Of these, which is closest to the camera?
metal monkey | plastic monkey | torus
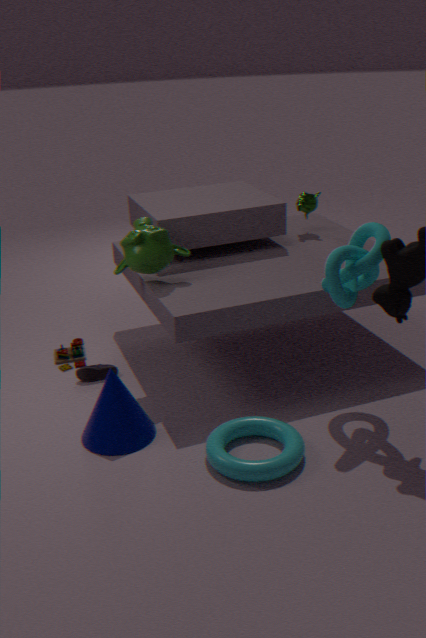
torus
